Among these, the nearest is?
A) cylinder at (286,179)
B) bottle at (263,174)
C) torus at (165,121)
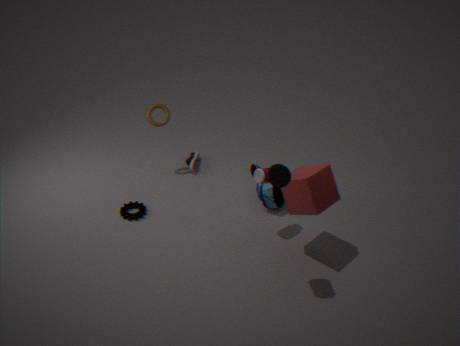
cylinder at (286,179)
